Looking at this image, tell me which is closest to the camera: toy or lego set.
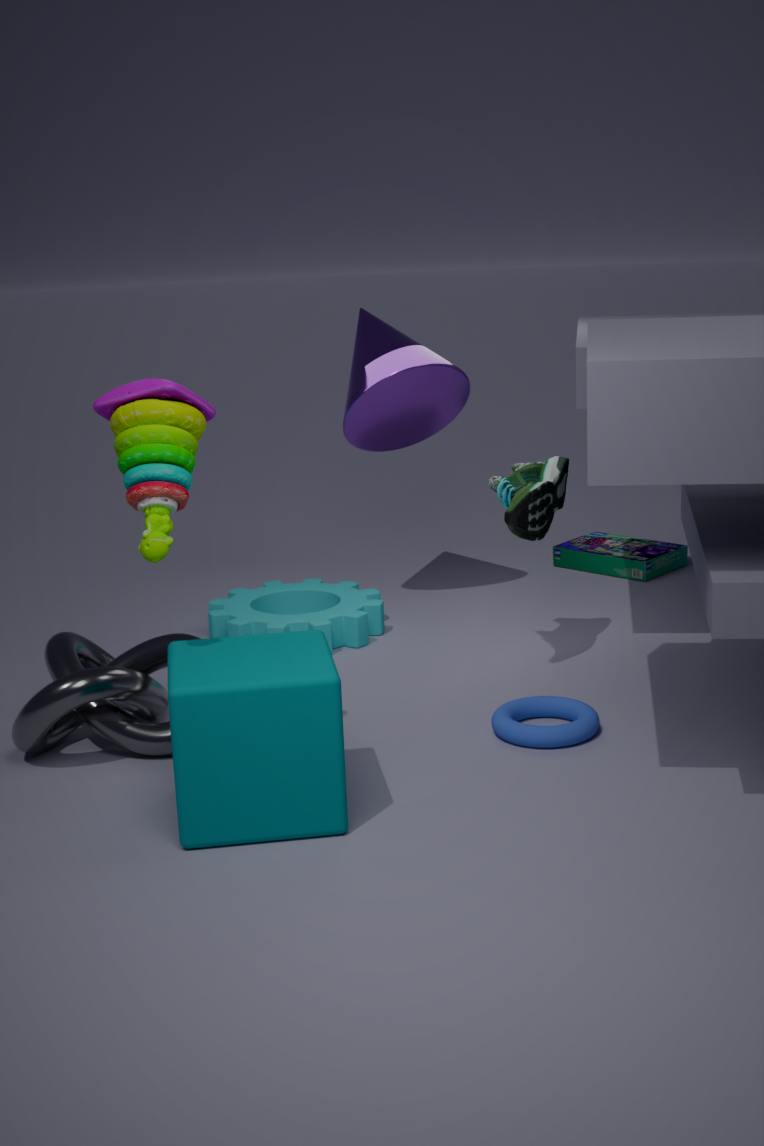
toy
